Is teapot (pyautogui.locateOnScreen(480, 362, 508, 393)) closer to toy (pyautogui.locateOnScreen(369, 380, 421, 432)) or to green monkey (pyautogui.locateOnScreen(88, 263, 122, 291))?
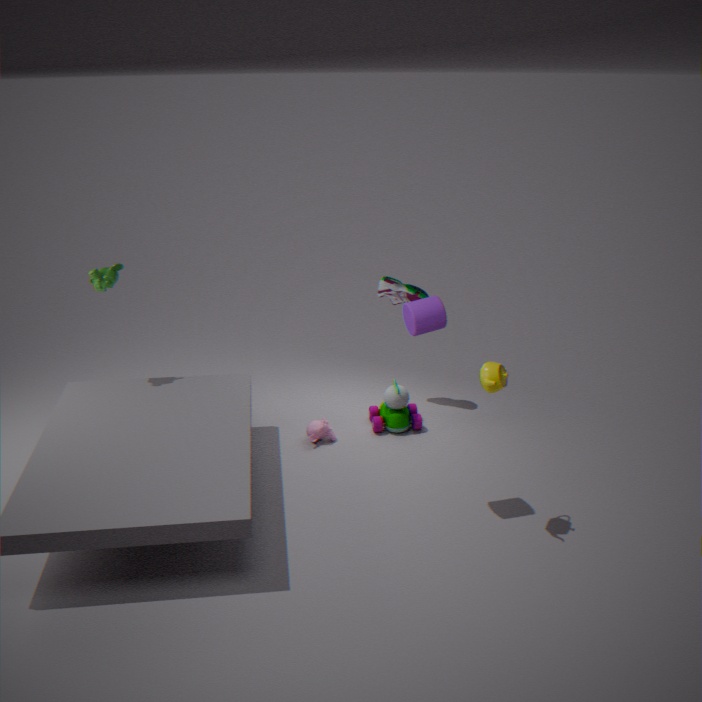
toy (pyautogui.locateOnScreen(369, 380, 421, 432))
